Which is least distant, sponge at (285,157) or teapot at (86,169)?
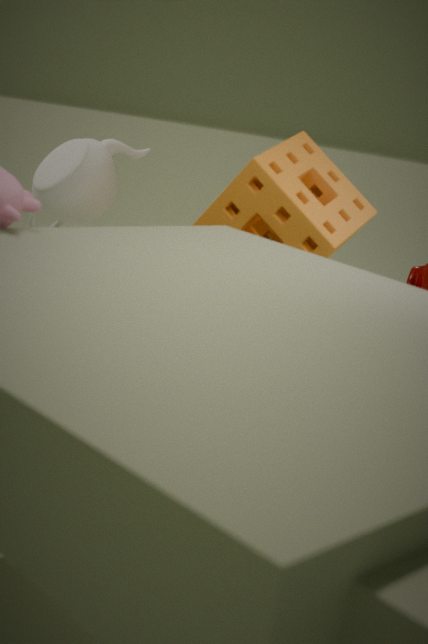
sponge at (285,157)
